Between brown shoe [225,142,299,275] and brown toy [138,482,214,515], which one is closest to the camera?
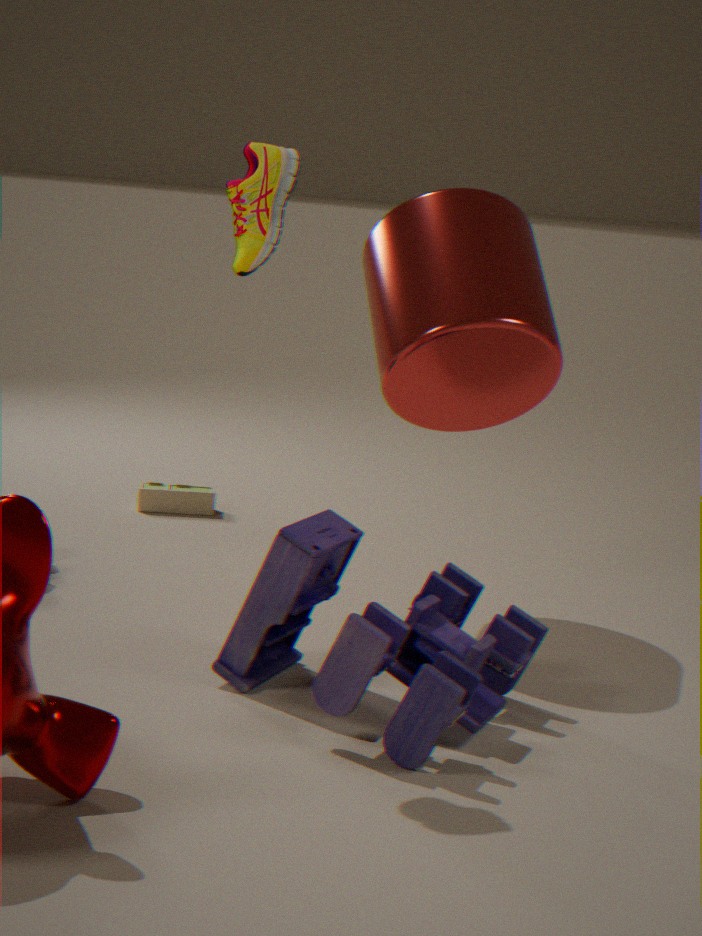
brown shoe [225,142,299,275]
